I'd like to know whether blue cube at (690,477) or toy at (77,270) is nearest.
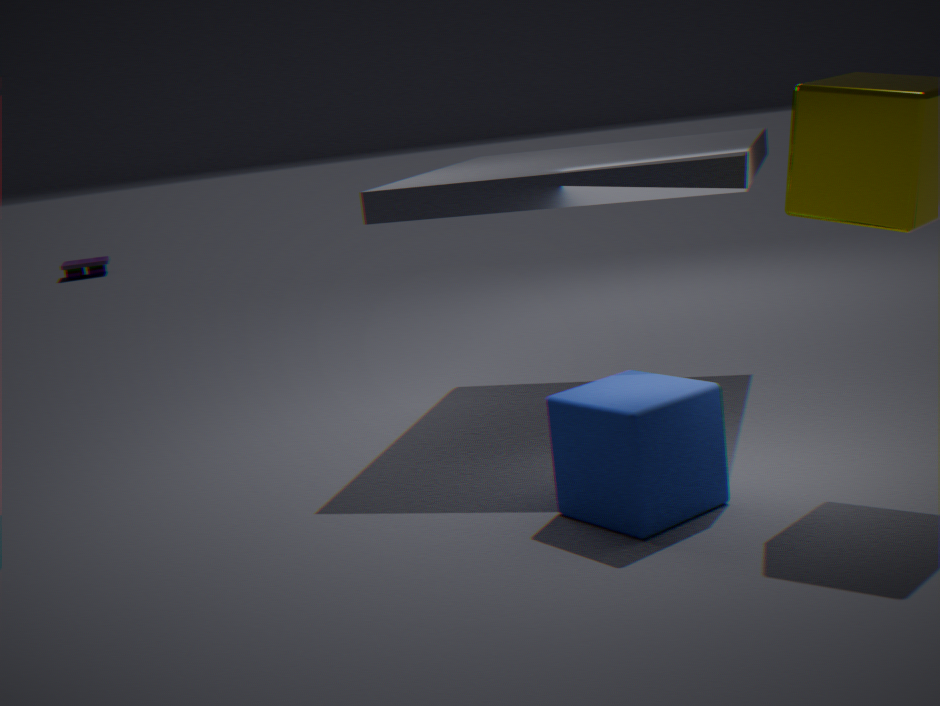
blue cube at (690,477)
